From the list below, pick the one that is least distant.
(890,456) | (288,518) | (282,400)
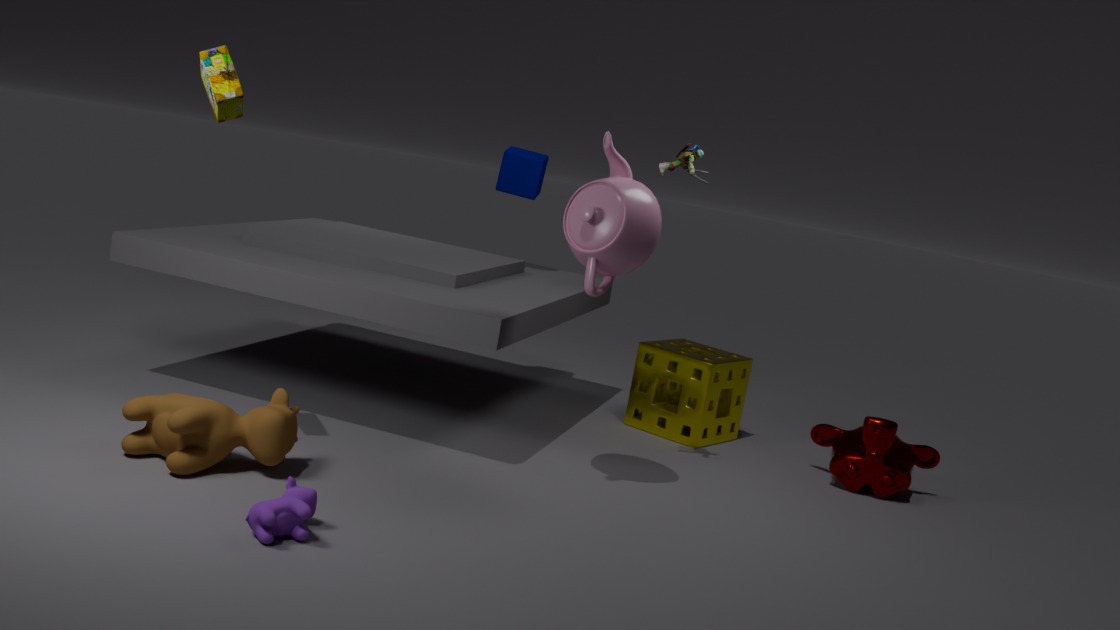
(288,518)
